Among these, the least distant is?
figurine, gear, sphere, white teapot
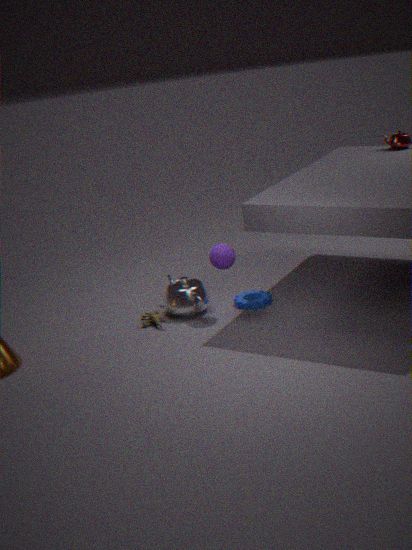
sphere
